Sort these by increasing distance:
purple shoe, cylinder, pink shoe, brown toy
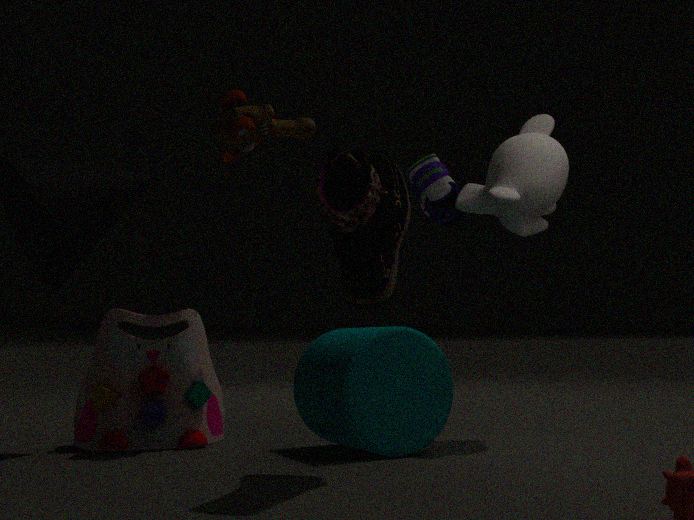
pink shoe
cylinder
brown toy
purple shoe
